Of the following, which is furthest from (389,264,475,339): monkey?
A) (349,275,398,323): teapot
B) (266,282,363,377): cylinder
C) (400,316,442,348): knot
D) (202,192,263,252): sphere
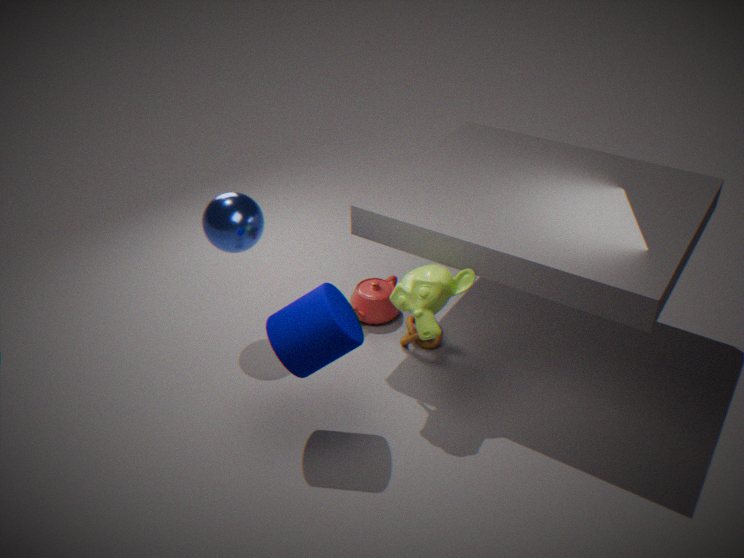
(202,192,263,252): sphere
